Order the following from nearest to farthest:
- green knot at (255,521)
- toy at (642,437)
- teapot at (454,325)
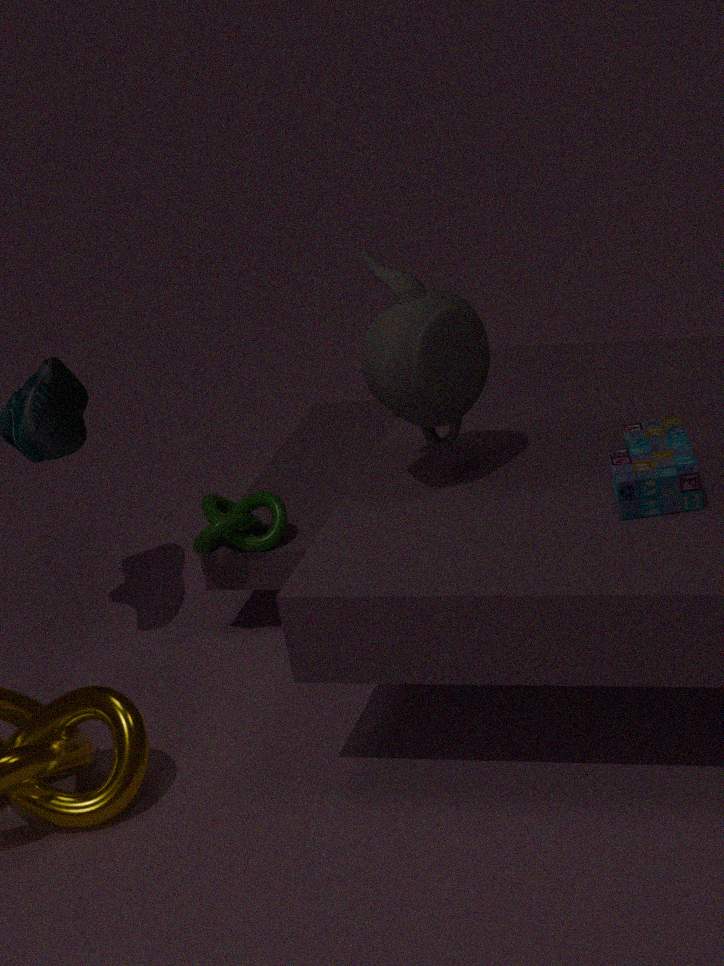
toy at (642,437)
teapot at (454,325)
green knot at (255,521)
